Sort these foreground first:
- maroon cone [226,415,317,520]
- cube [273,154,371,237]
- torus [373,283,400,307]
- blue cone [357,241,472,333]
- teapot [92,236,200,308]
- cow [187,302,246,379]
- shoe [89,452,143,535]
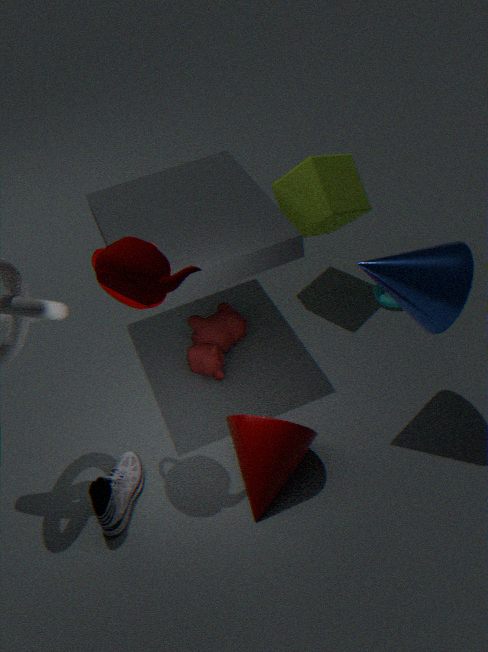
teapot [92,236,200,308]
blue cone [357,241,472,333]
maroon cone [226,415,317,520]
shoe [89,452,143,535]
cow [187,302,246,379]
cube [273,154,371,237]
torus [373,283,400,307]
